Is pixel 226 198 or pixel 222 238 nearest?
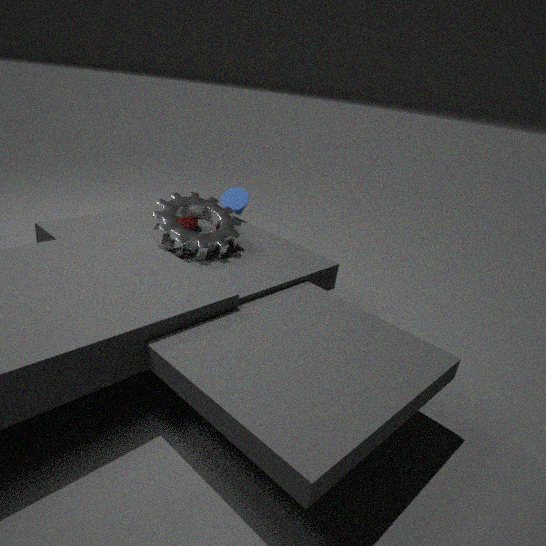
pixel 222 238
